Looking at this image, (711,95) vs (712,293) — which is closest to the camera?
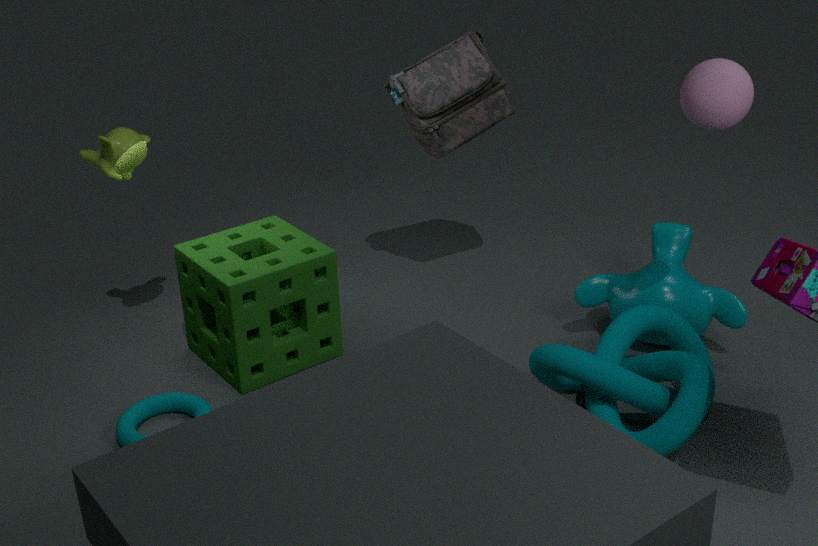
(711,95)
